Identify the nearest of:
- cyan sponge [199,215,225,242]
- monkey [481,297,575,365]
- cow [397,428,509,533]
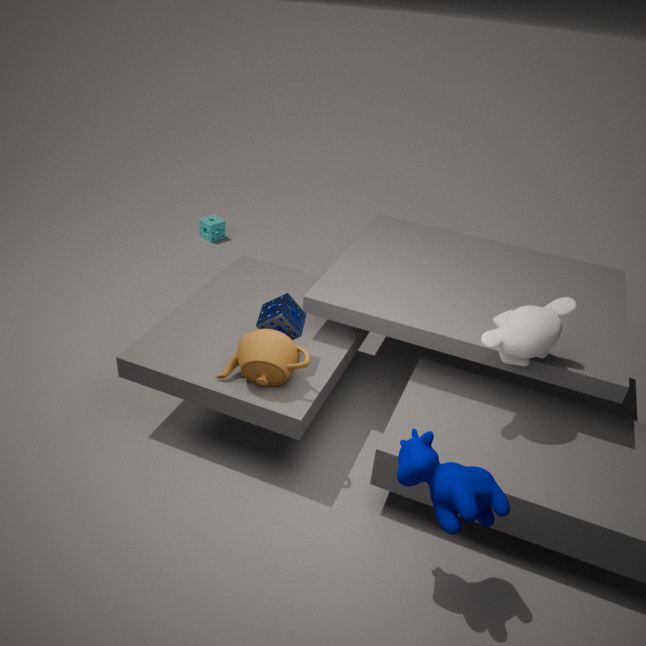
cow [397,428,509,533]
